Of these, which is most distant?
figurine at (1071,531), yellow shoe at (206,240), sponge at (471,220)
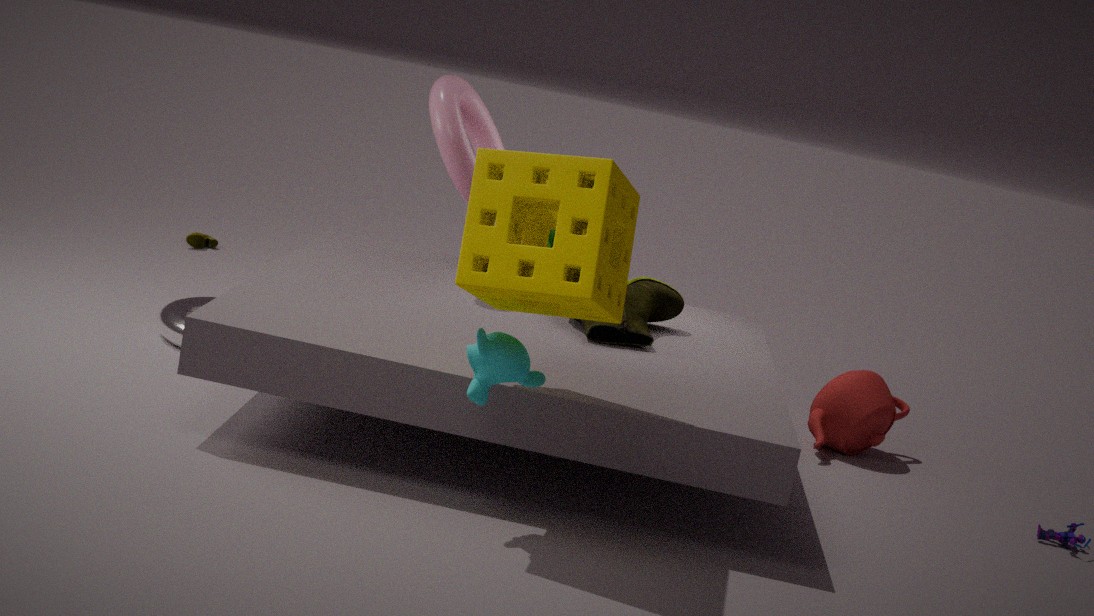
yellow shoe at (206,240)
